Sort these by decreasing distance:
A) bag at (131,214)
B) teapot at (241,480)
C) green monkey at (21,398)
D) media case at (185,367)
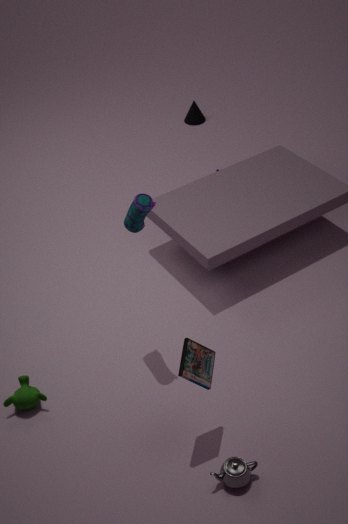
green monkey at (21,398) < bag at (131,214) < media case at (185,367) < teapot at (241,480)
